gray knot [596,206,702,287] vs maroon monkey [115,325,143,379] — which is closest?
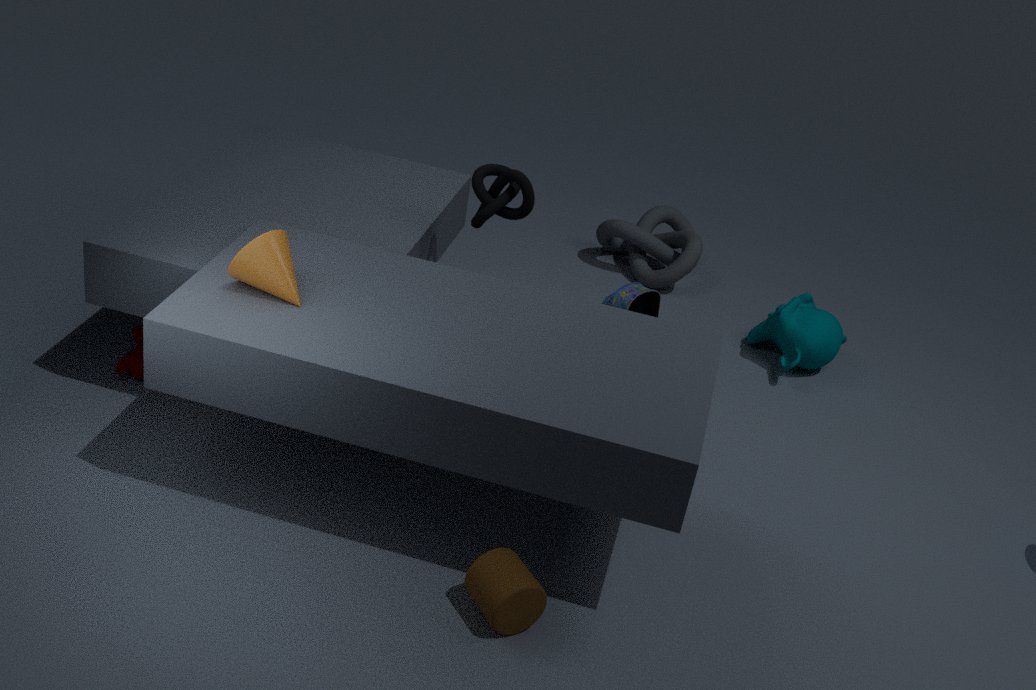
maroon monkey [115,325,143,379]
